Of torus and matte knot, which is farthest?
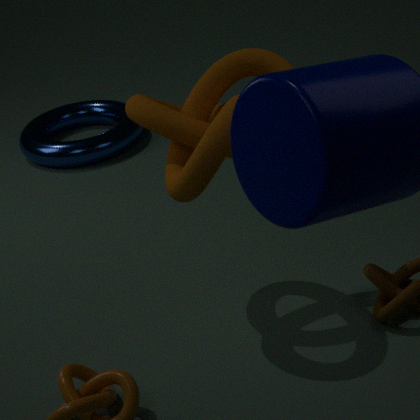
torus
